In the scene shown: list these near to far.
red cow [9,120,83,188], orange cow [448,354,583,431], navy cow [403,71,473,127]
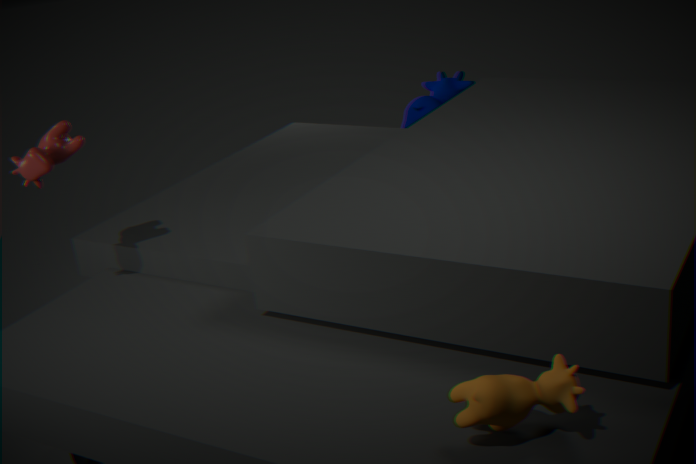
orange cow [448,354,583,431] → red cow [9,120,83,188] → navy cow [403,71,473,127]
